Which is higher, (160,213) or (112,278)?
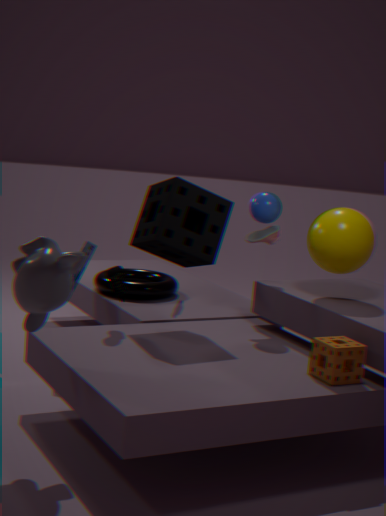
(160,213)
